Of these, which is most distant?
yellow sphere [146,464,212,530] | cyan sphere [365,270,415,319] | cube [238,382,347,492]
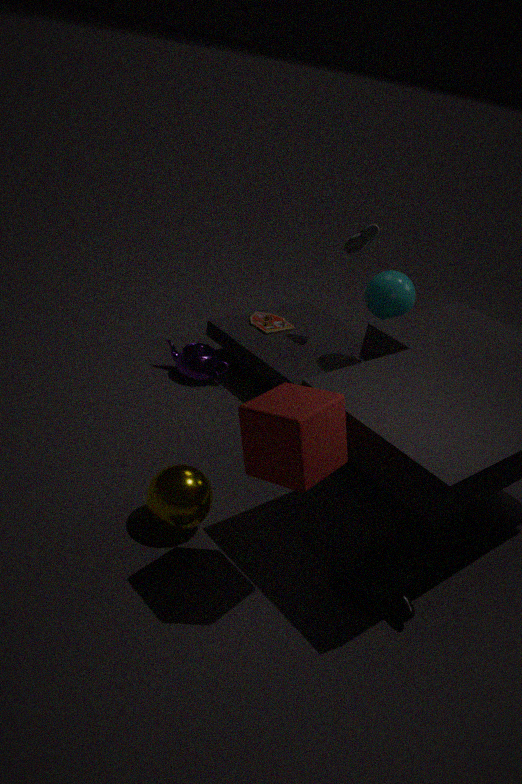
cyan sphere [365,270,415,319]
